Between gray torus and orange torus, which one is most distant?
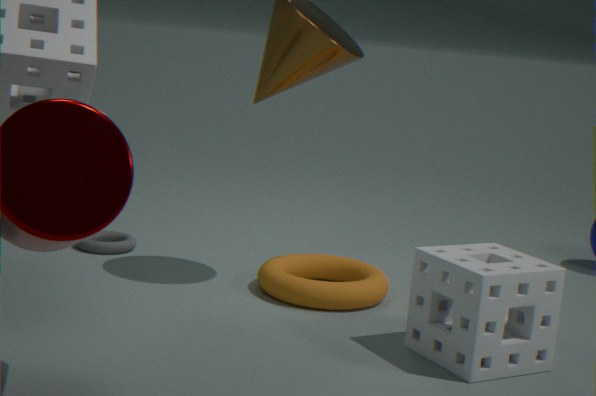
gray torus
